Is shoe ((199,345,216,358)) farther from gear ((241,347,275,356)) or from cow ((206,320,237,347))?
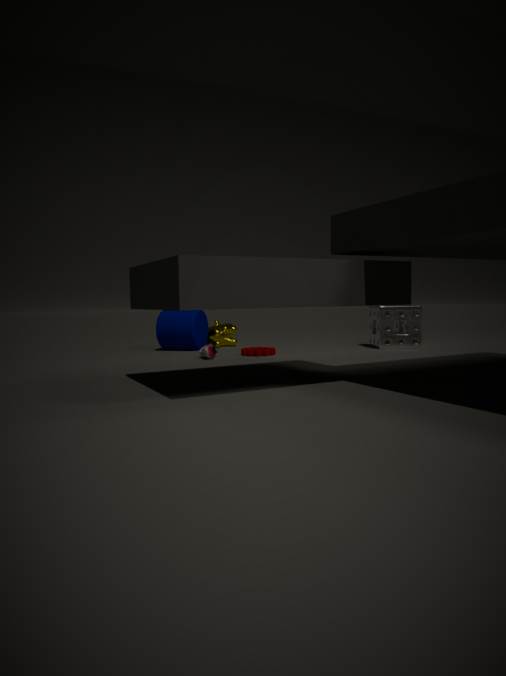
cow ((206,320,237,347))
